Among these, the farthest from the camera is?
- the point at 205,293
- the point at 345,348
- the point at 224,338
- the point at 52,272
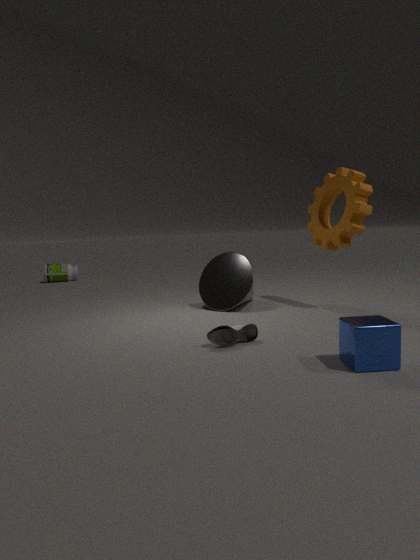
the point at 52,272
